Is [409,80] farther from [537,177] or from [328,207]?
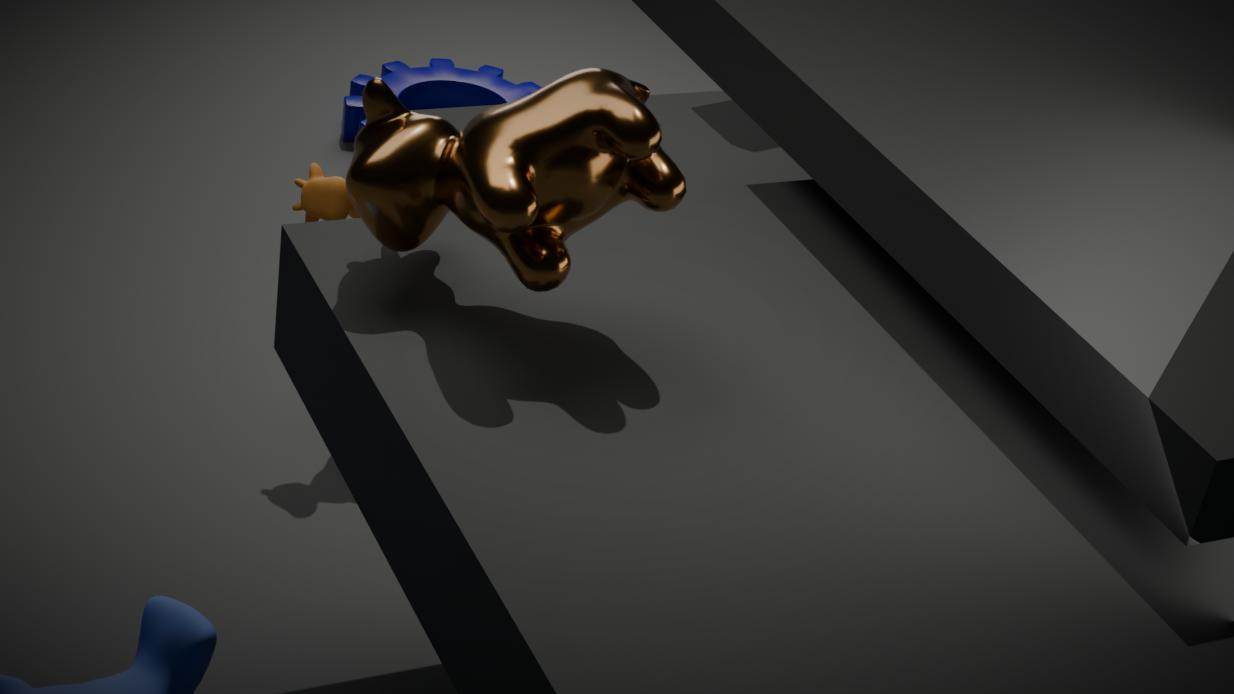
[537,177]
